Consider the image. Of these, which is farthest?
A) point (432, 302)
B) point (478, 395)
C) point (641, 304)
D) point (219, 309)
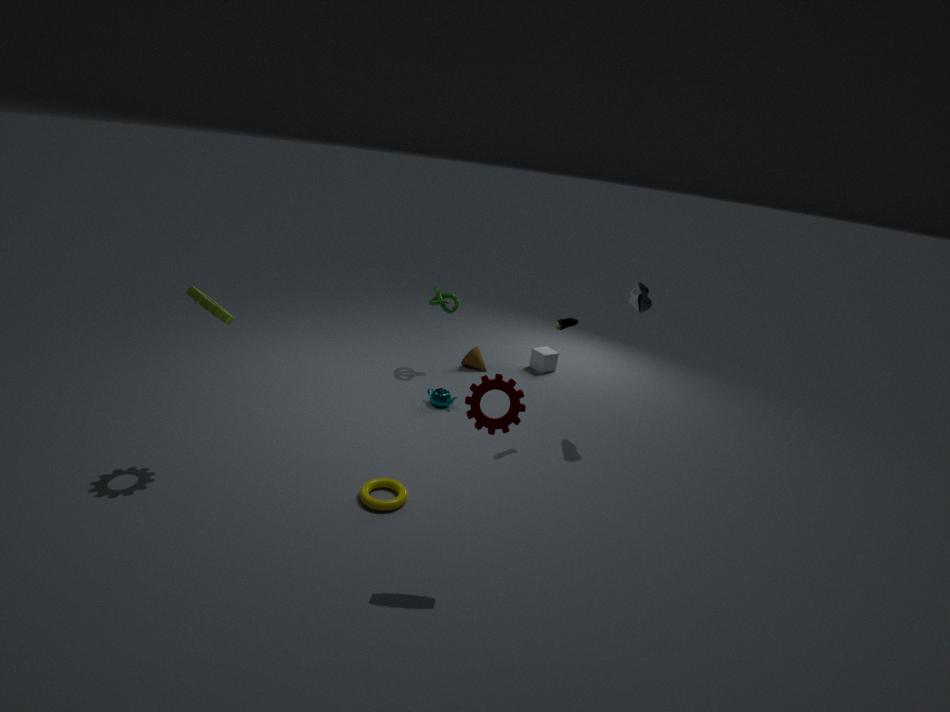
point (432, 302)
